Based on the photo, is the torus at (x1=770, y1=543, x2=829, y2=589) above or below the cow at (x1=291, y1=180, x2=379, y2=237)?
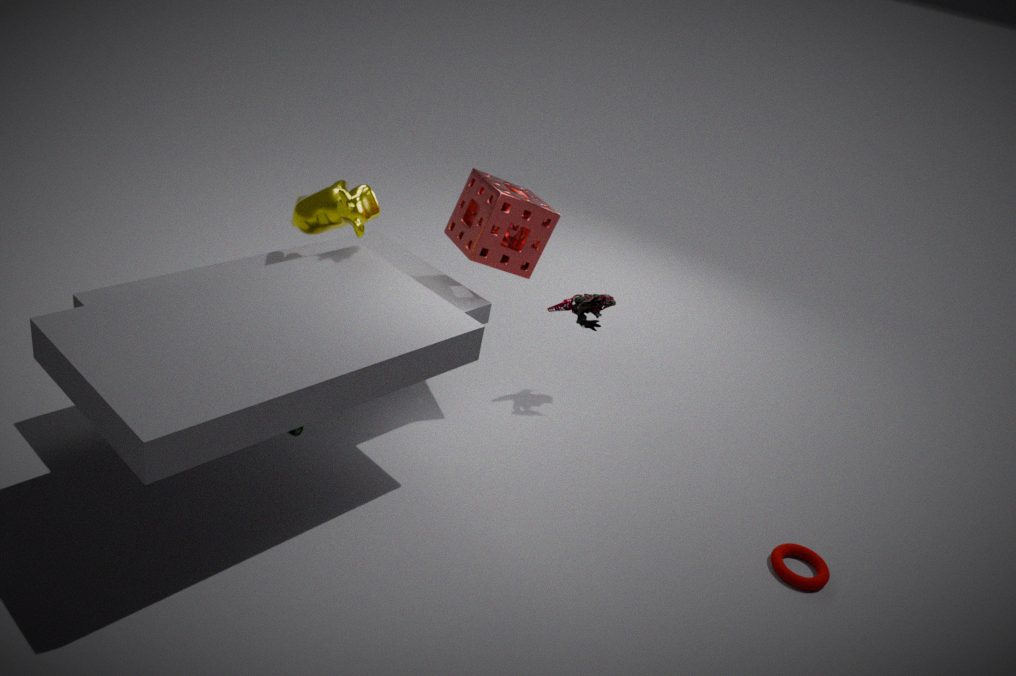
below
